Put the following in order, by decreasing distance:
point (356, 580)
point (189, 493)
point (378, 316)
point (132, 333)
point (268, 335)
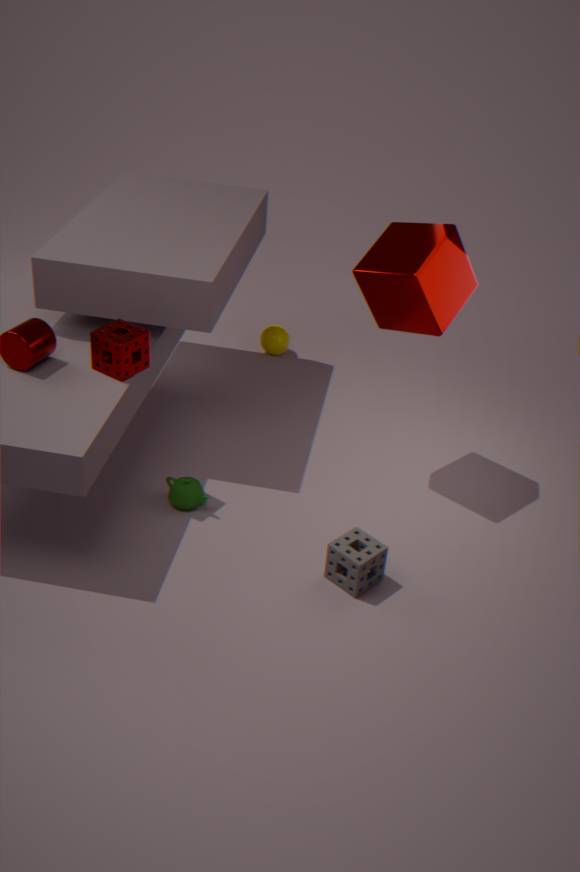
point (268, 335) → point (378, 316) → point (189, 493) → point (132, 333) → point (356, 580)
